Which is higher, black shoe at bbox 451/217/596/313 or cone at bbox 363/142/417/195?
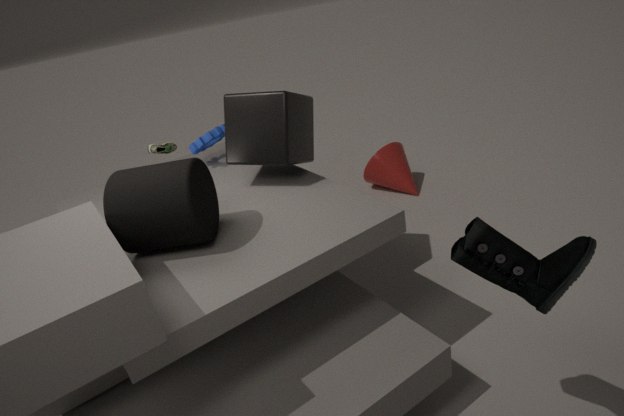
black shoe at bbox 451/217/596/313
